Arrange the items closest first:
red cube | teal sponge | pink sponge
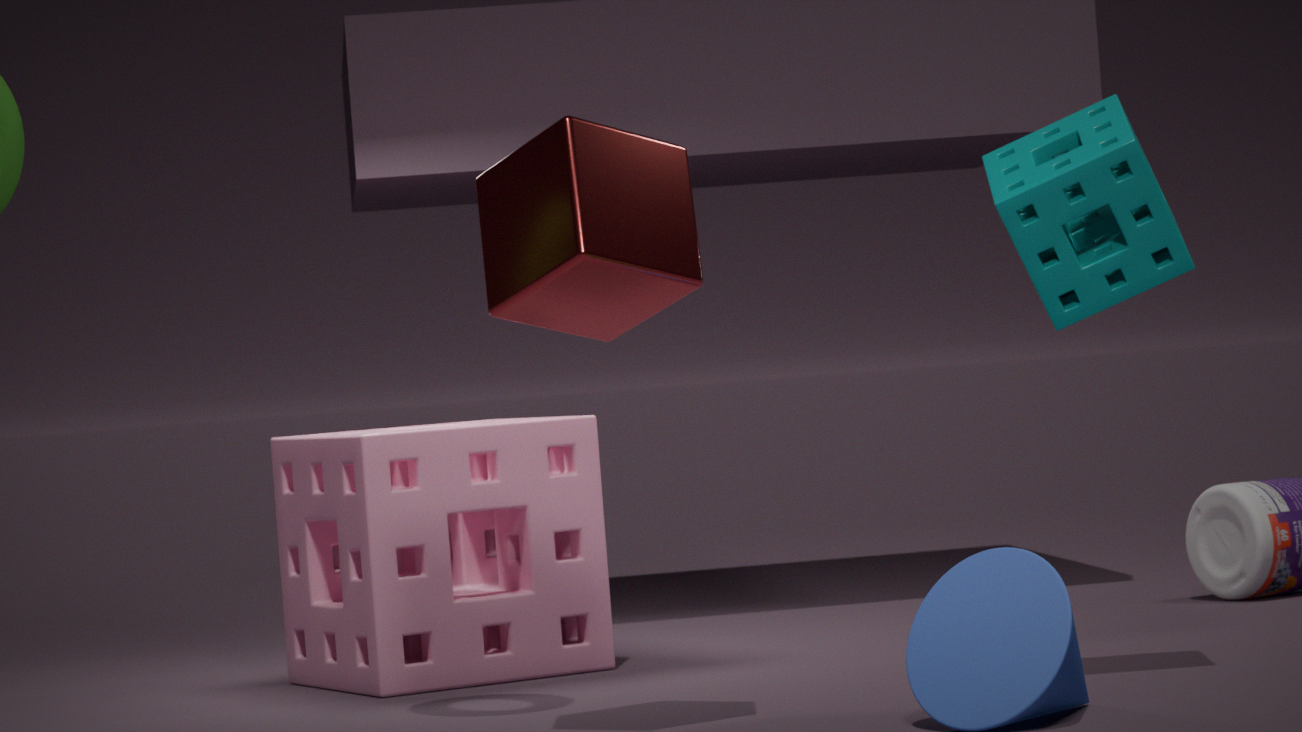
red cube → teal sponge → pink sponge
